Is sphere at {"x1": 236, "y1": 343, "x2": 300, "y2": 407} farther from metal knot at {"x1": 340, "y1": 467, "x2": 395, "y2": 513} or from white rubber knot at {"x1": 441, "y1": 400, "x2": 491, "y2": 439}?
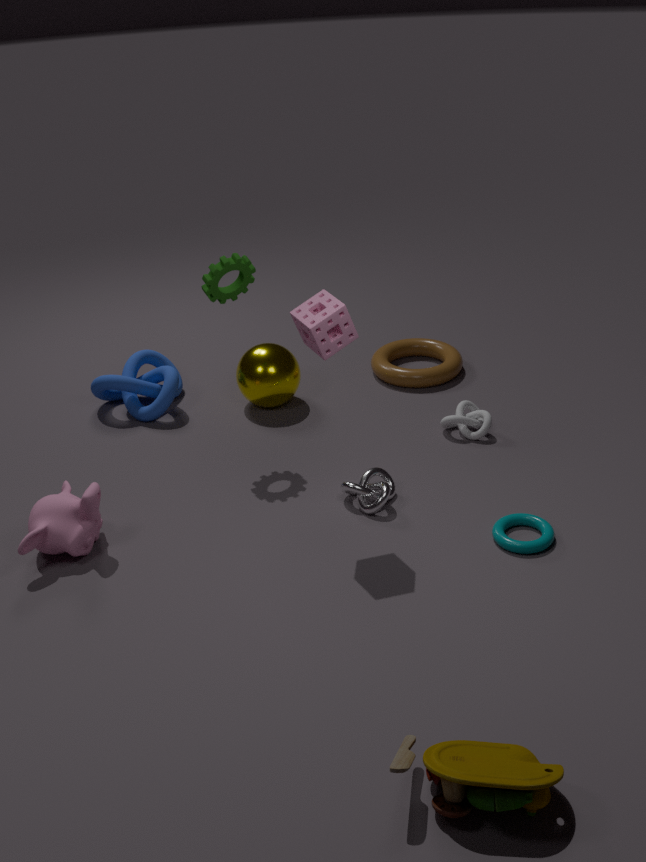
metal knot at {"x1": 340, "y1": 467, "x2": 395, "y2": 513}
